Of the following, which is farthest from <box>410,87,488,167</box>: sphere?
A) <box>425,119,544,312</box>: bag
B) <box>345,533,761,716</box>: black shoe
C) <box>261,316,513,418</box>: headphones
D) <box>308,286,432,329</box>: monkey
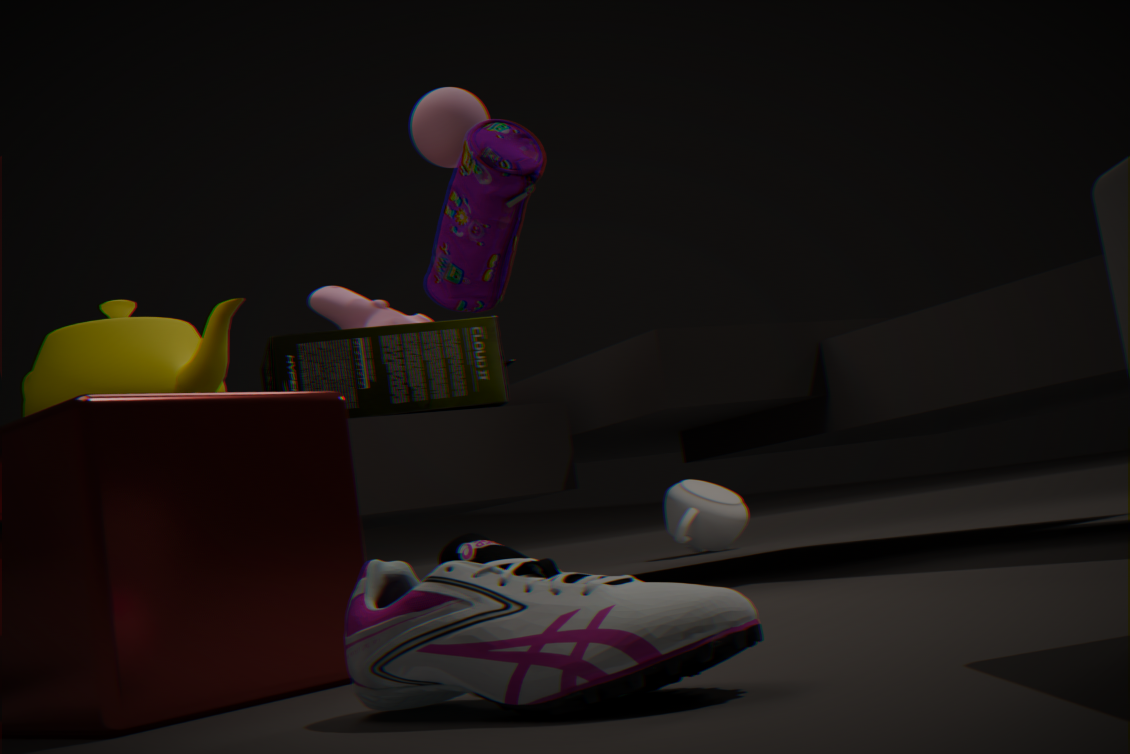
<box>345,533,761,716</box>: black shoe
